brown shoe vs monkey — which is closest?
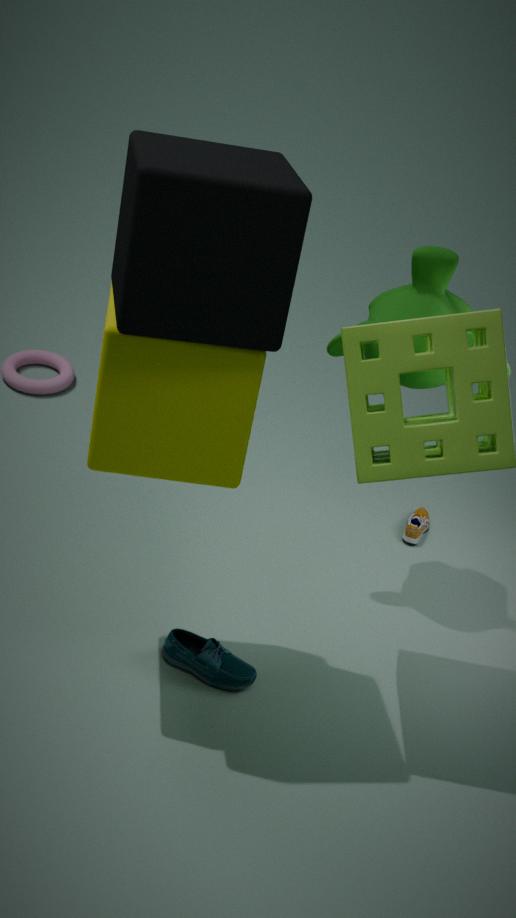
monkey
